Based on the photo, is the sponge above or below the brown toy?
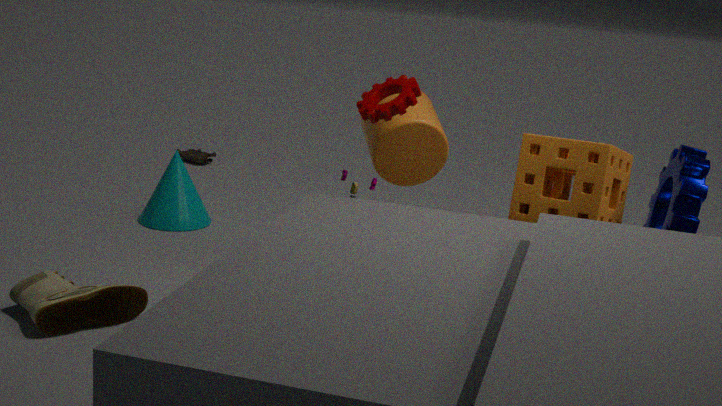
above
